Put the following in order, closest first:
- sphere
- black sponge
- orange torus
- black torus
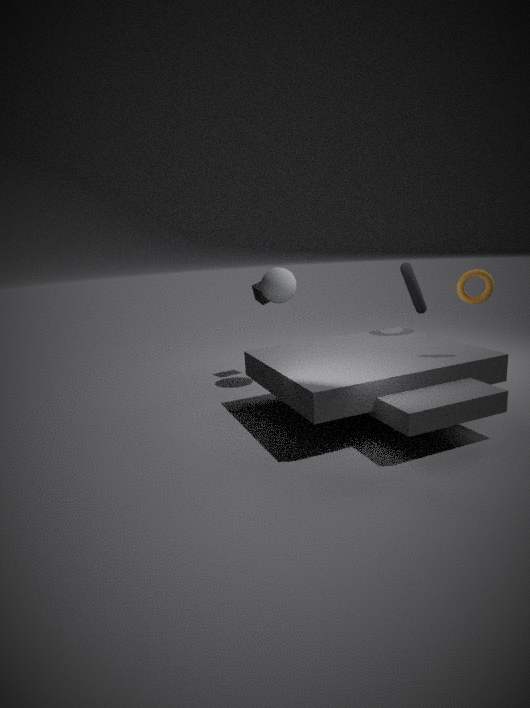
orange torus
black torus
sphere
black sponge
